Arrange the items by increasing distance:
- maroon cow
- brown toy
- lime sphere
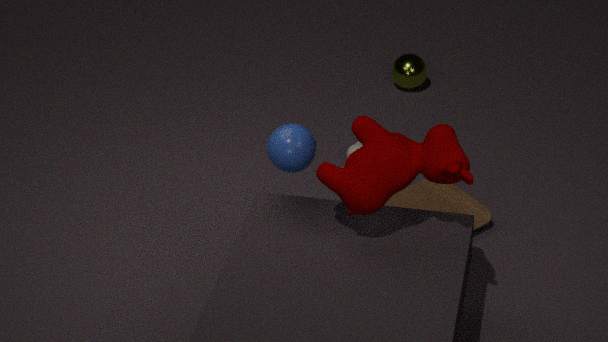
maroon cow
brown toy
lime sphere
